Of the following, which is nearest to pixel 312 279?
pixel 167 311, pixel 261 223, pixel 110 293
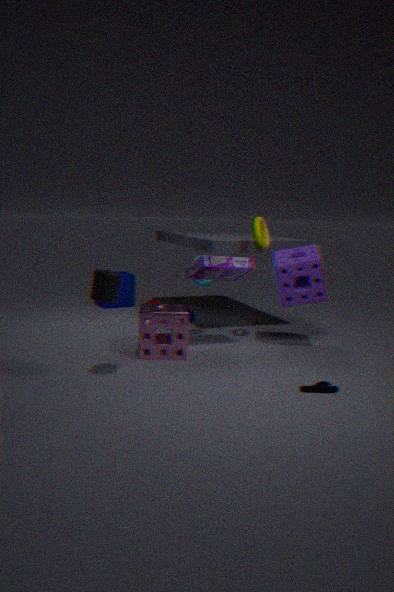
pixel 261 223
